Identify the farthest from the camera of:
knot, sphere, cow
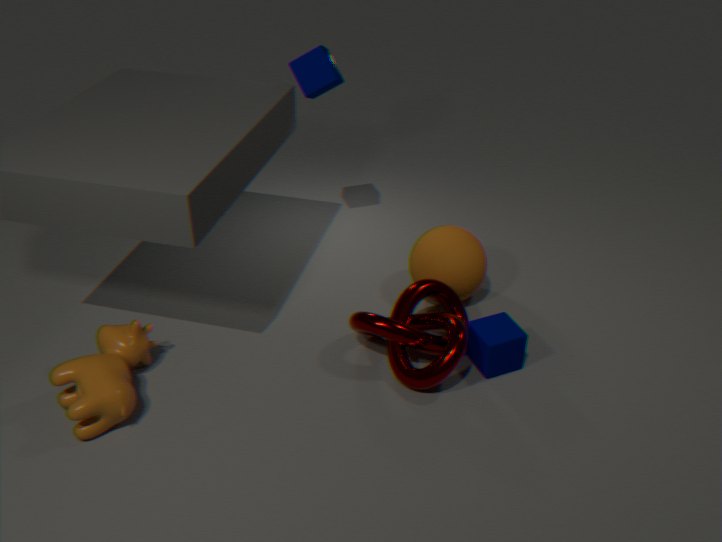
sphere
